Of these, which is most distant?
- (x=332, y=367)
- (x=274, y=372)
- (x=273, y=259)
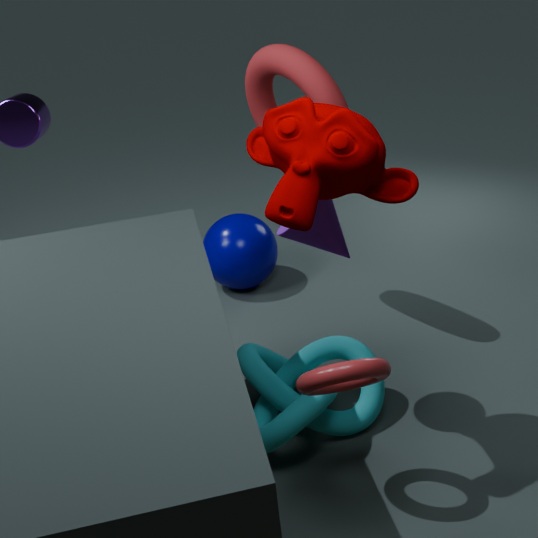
(x=273, y=259)
